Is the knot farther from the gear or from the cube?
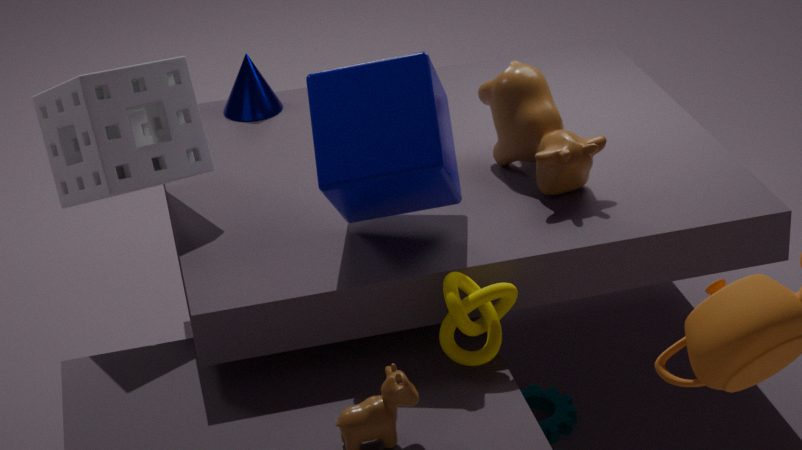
the gear
